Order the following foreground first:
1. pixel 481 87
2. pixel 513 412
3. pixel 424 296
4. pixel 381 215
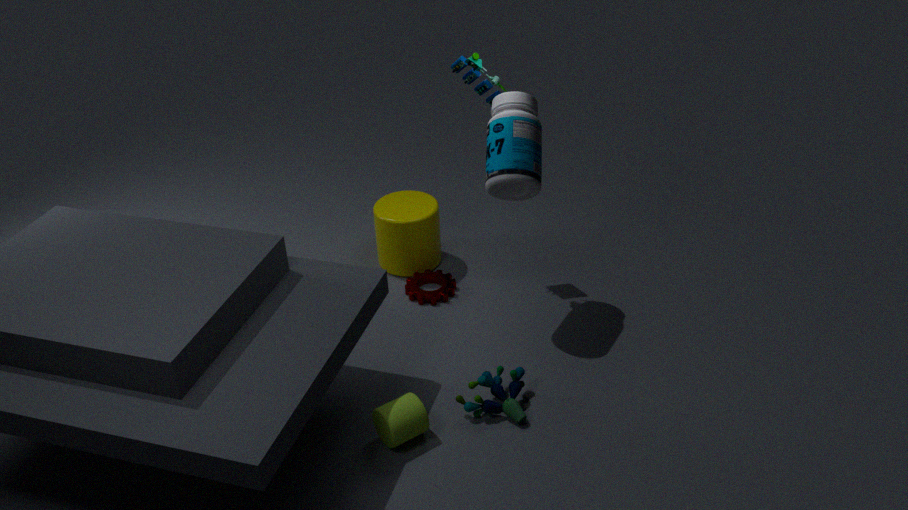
pixel 513 412 → pixel 481 87 → pixel 424 296 → pixel 381 215
